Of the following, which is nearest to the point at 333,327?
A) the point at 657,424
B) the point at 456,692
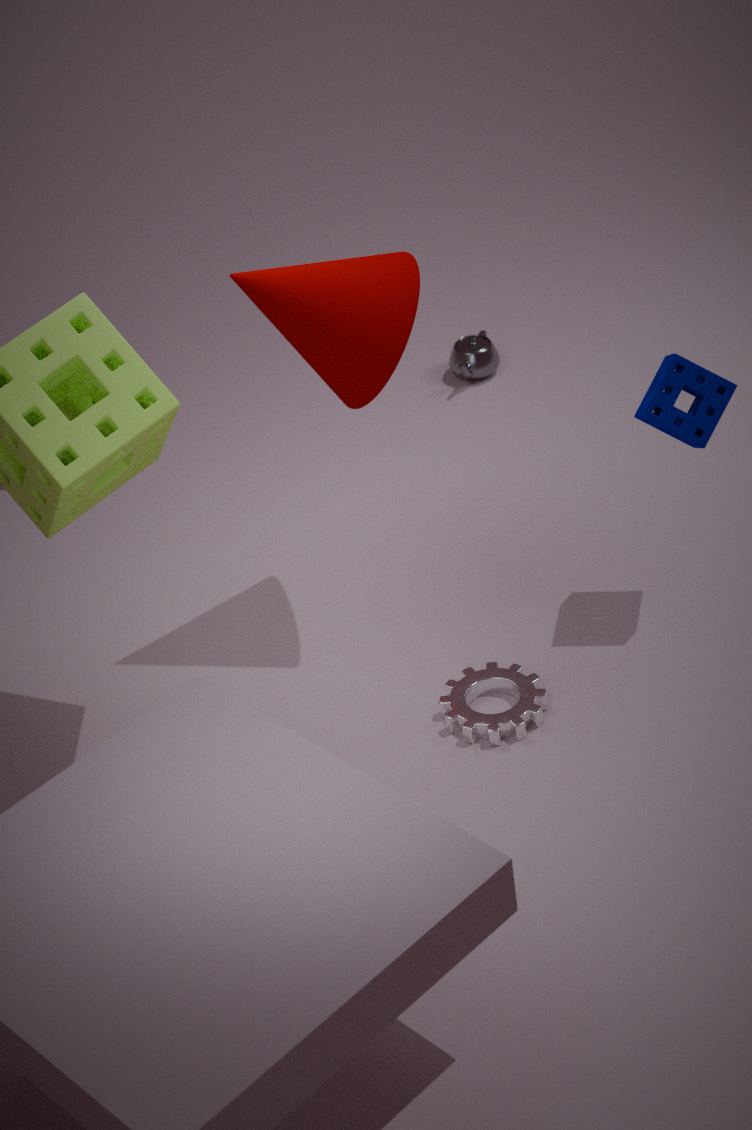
the point at 657,424
